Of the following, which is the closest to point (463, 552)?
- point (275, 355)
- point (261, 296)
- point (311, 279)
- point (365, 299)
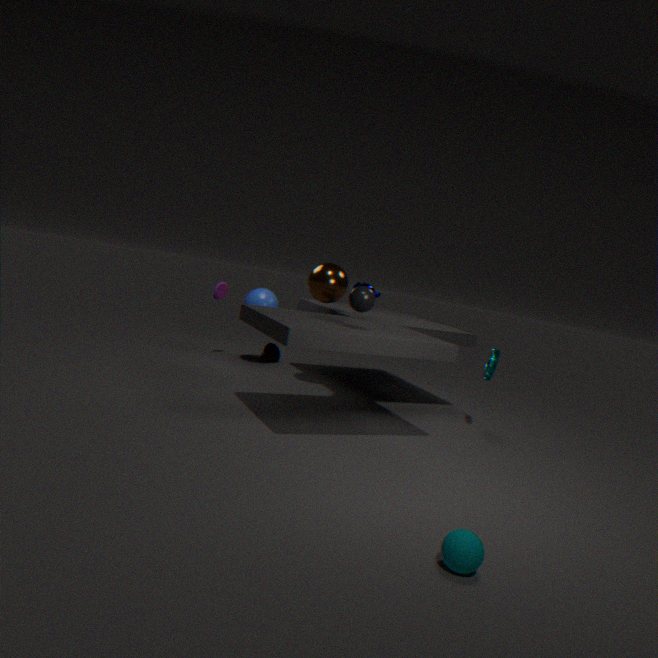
point (365, 299)
